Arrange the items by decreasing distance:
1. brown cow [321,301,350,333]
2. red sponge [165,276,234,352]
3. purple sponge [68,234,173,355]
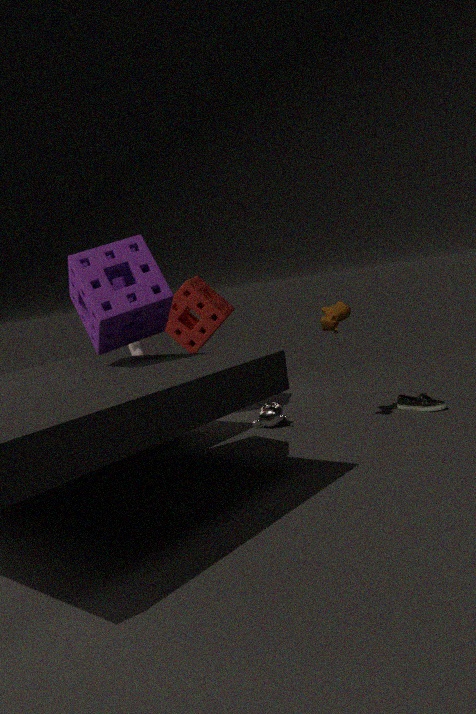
1. red sponge [165,276,234,352]
2. brown cow [321,301,350,333]
3. purple sponge [68,234,173,355]
